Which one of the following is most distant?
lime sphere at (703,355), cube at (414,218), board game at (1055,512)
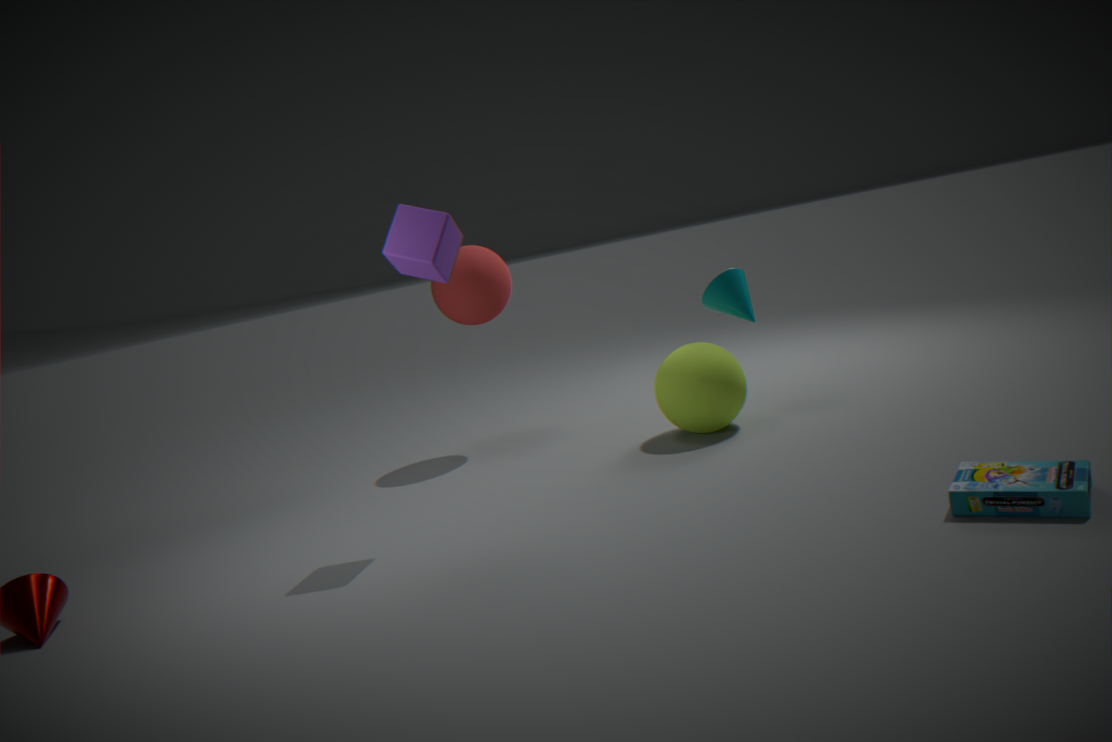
lime sphere at (703,355)
